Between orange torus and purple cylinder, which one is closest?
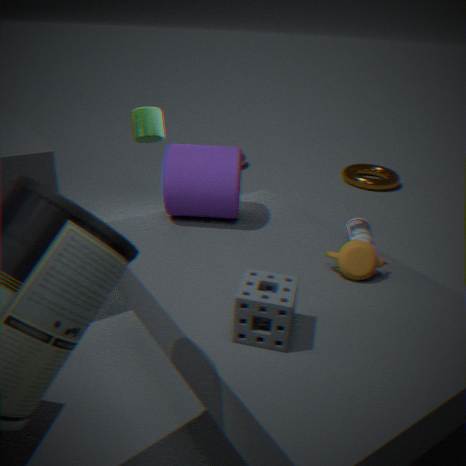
purple cylinder
